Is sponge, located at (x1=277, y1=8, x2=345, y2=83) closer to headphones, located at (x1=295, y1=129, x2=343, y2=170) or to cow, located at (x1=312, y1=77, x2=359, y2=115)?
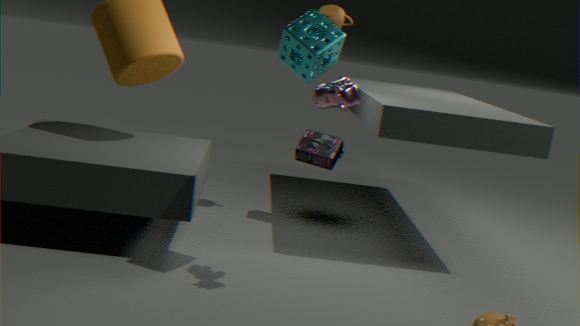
cow, located at (x1=312, y1=77, x2=359, y2=115)
